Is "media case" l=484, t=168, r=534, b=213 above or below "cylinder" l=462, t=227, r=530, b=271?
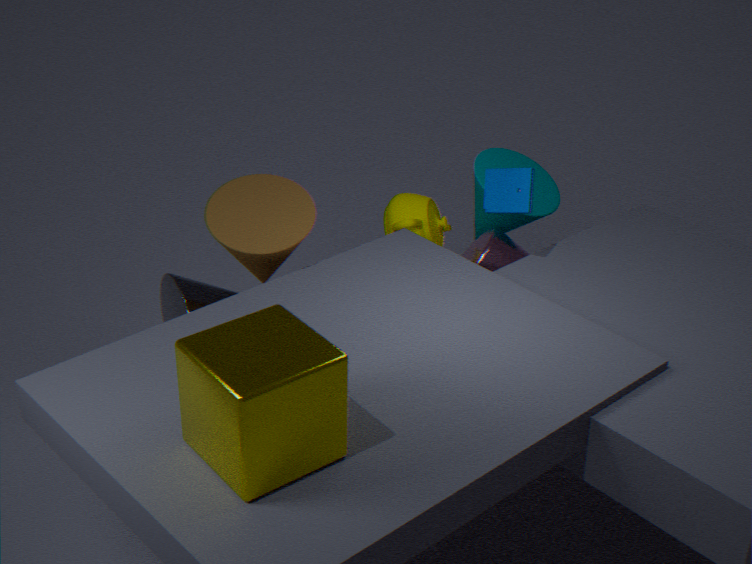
above
